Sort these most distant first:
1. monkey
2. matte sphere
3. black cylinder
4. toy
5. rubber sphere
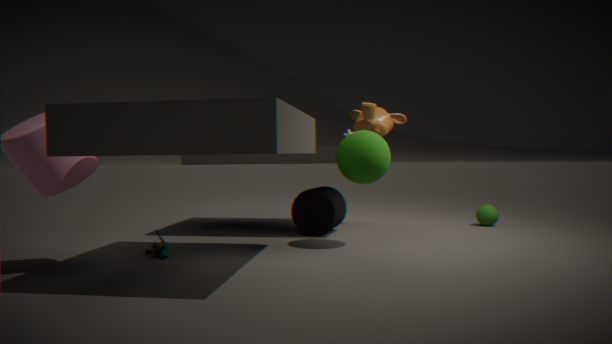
rubber sphere → monkey → black cylinder → matte sphere → toy
